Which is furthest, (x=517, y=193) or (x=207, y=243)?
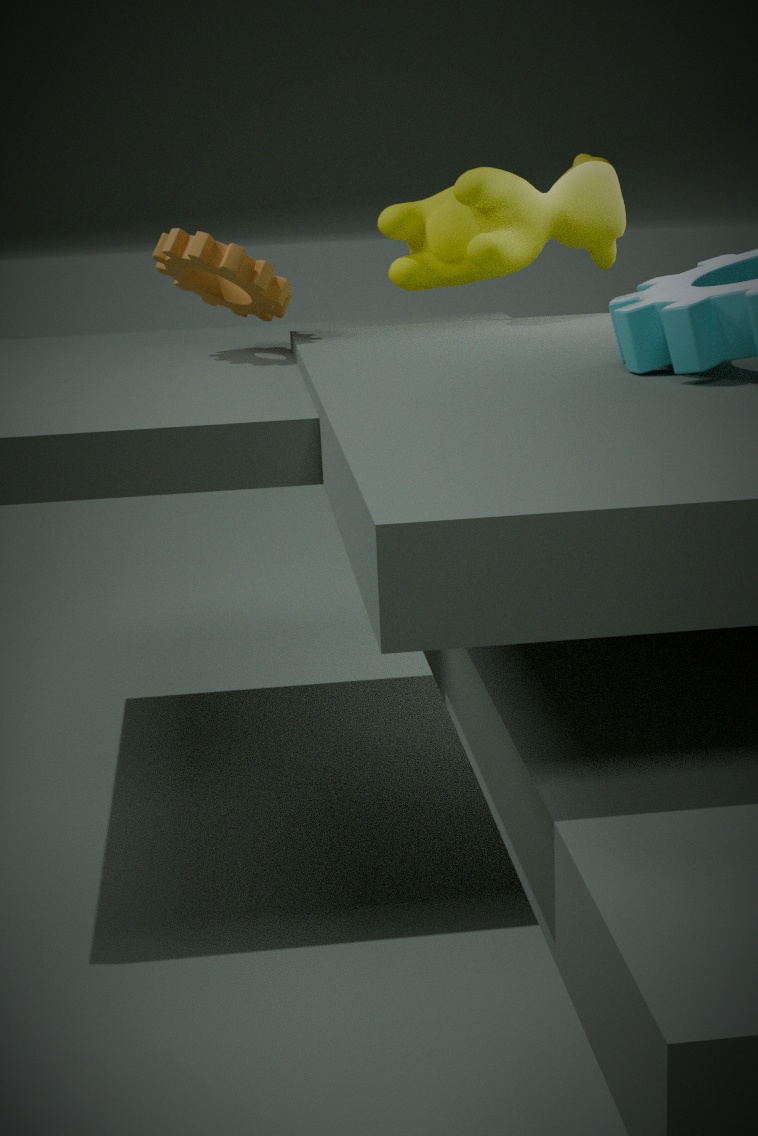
(x=517, y=193)
